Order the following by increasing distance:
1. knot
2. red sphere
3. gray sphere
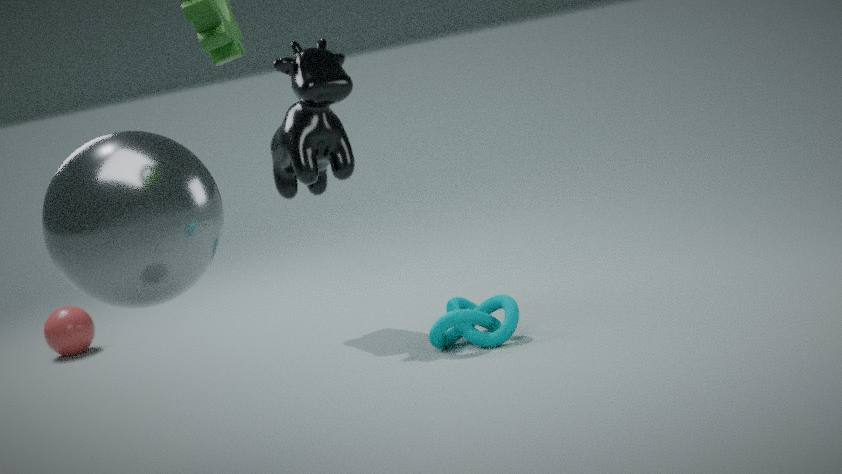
gray sphere
knot
red sphere
